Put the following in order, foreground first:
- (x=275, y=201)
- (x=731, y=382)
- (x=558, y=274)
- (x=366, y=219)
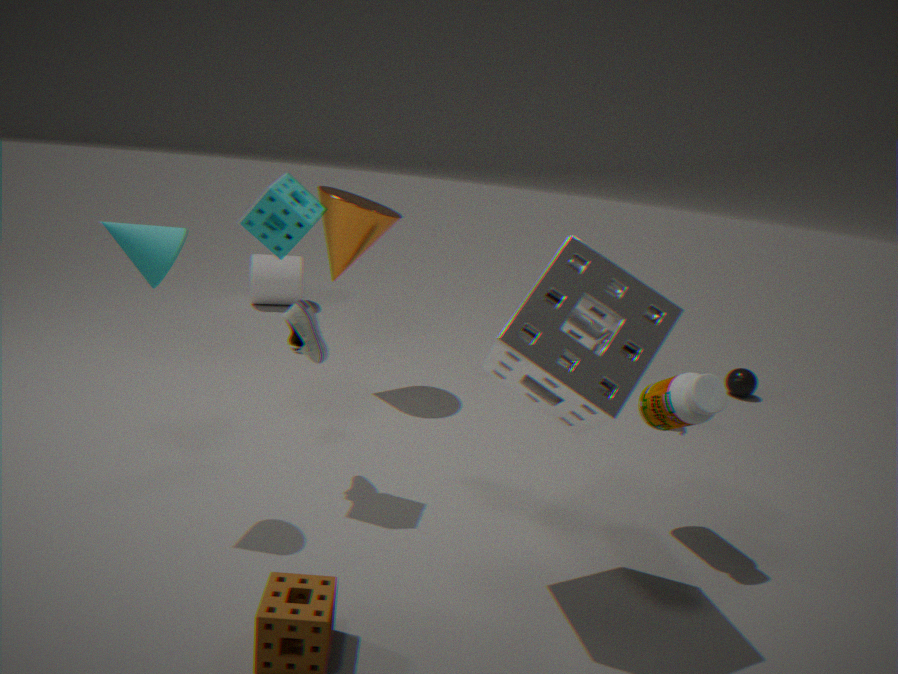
(x=558, y=274) < (x=275, y=201) < (x=366, y=219) < (x=731, y=382)
